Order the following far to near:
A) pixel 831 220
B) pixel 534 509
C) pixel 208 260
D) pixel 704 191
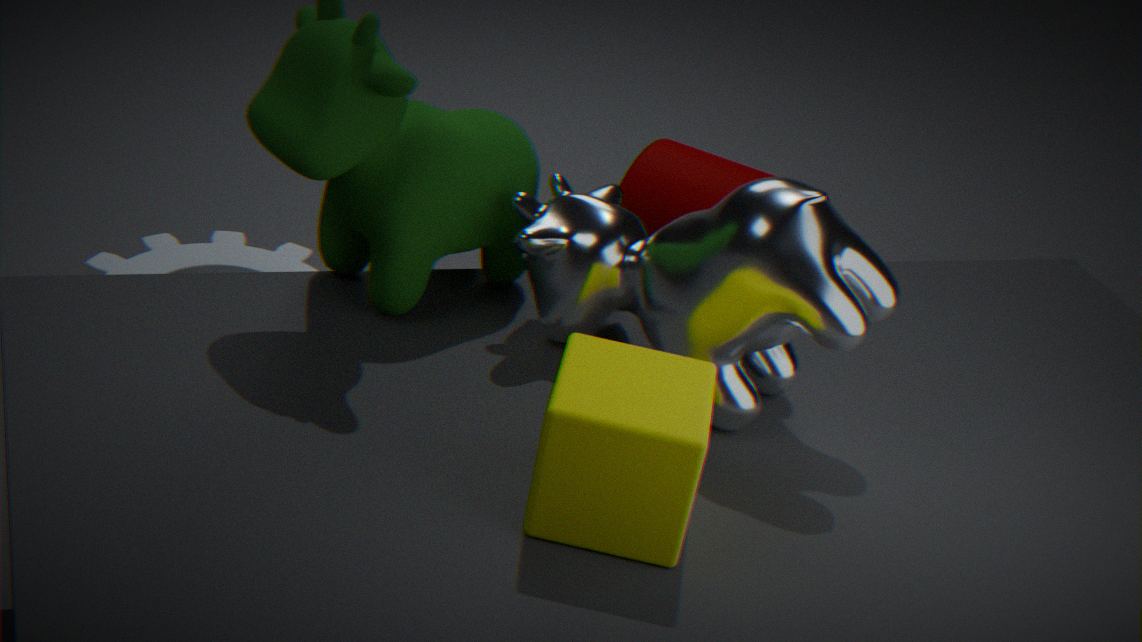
pixel 704 191, pixel 208 260, pixel 831 220, pixel 534 509
